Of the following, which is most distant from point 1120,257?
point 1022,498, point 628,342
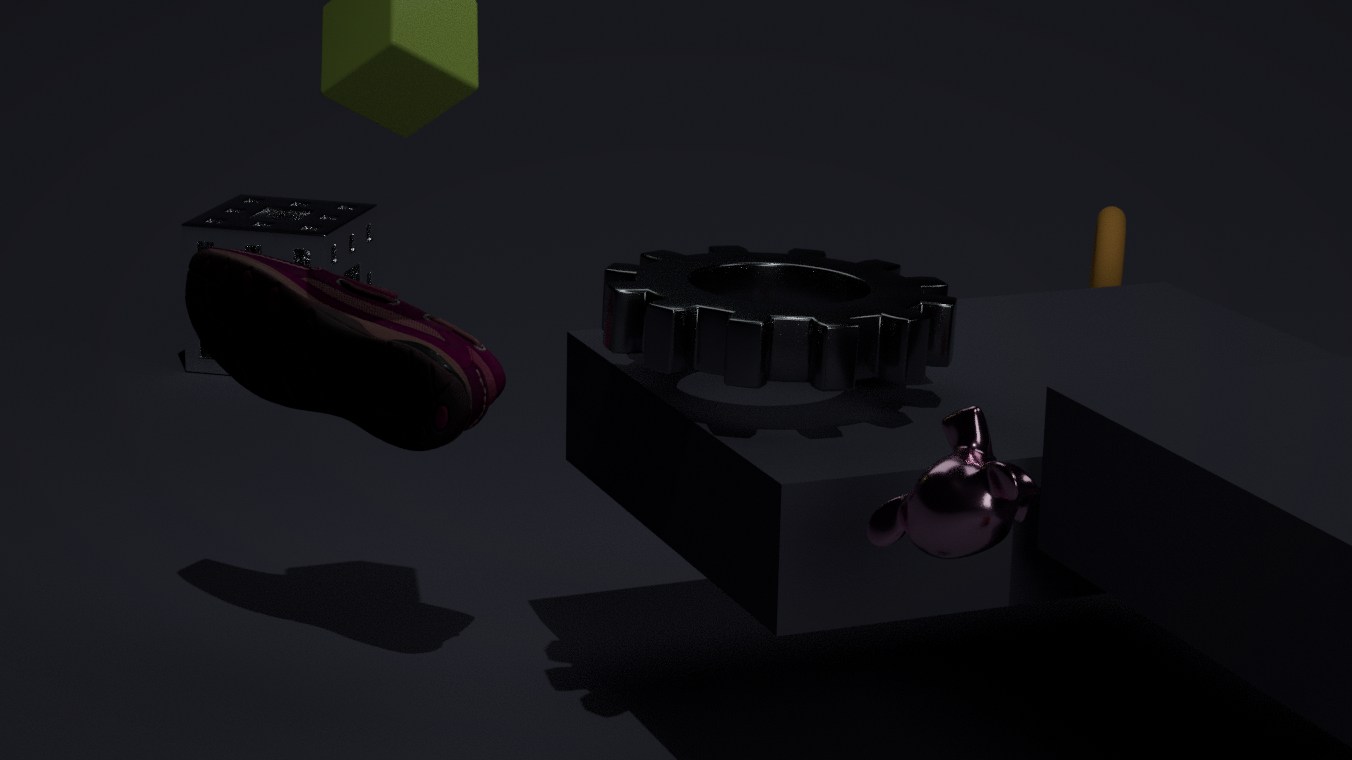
point 1022,498
